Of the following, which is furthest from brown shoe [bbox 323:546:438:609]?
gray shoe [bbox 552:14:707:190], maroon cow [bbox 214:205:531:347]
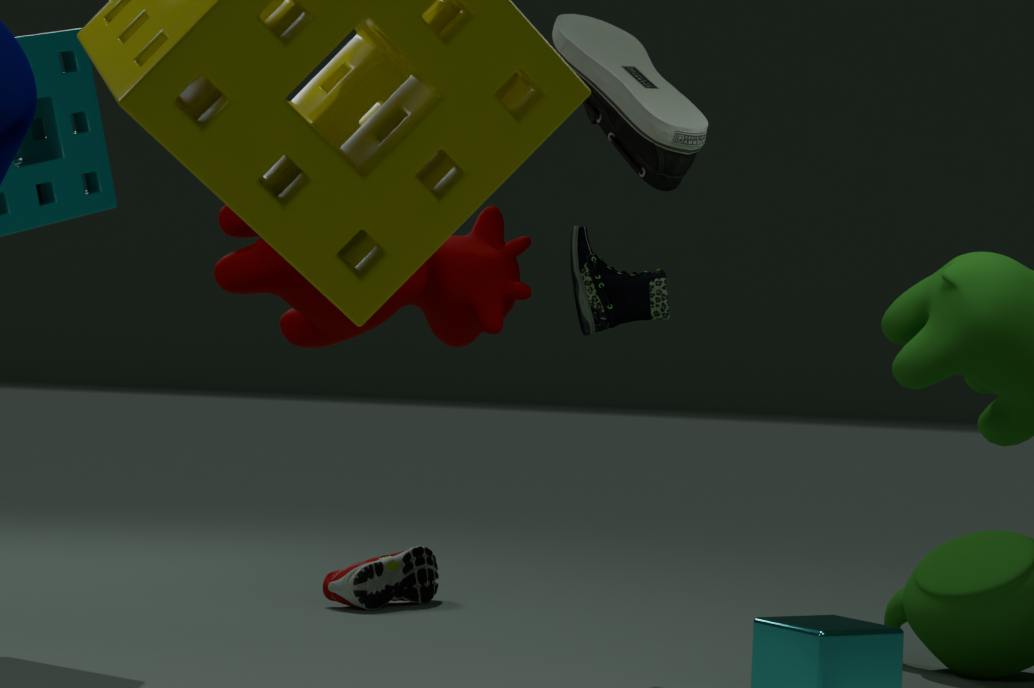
gray shoe [bbox 552:14:707:190]
